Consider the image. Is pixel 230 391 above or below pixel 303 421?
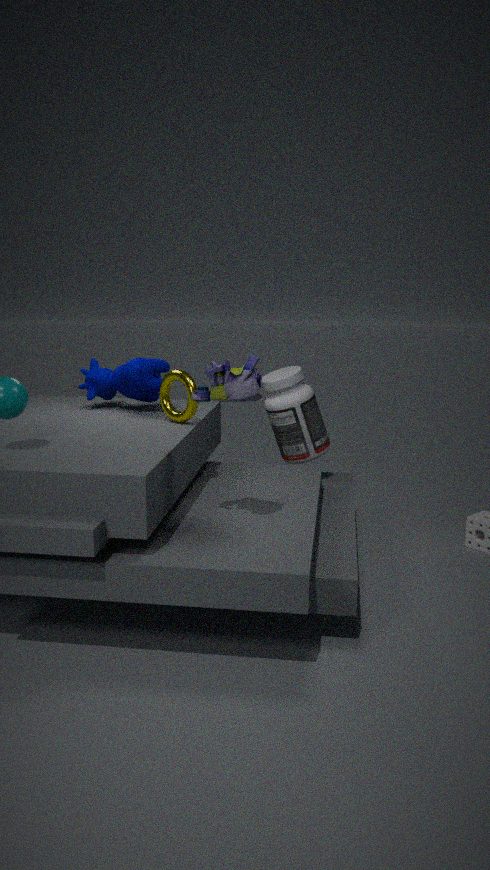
above
